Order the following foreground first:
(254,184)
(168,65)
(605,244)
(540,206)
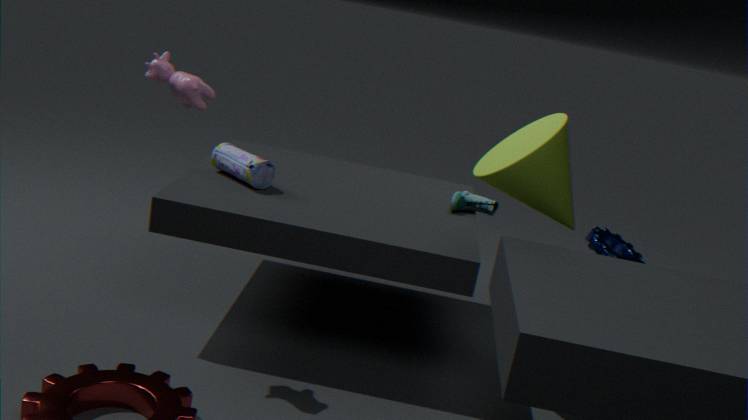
(168,65), (540,206), (254,184), (605,244)
